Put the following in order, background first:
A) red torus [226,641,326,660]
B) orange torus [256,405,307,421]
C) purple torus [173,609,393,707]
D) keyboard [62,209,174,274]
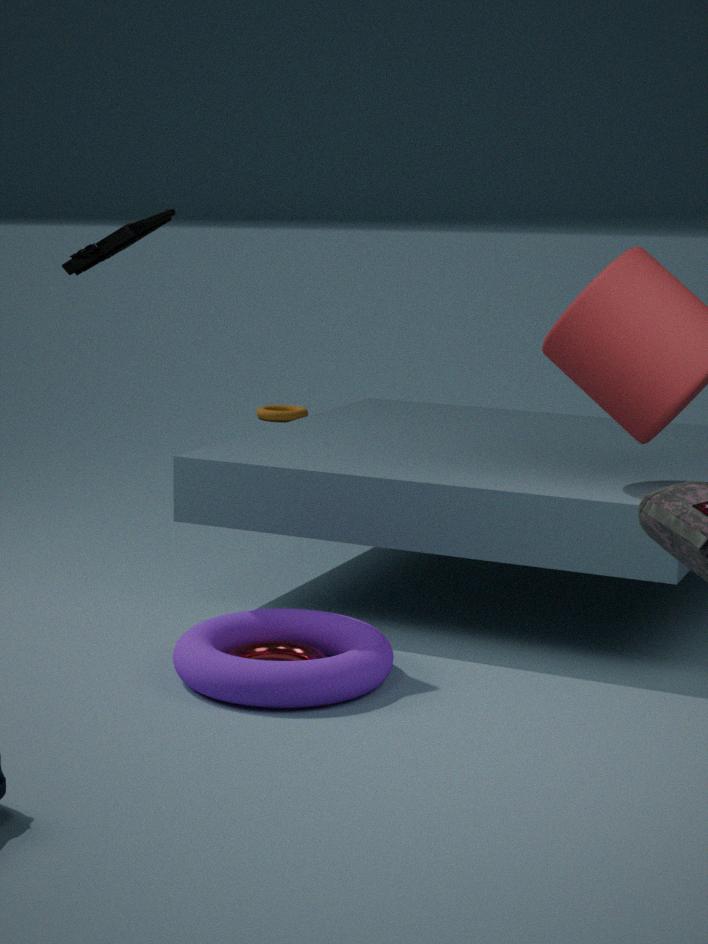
orange torus [256,405,307,421], red torus [226,641,326,660], keyboard [62,209,174,274], purple torus [173,609,393,707]
